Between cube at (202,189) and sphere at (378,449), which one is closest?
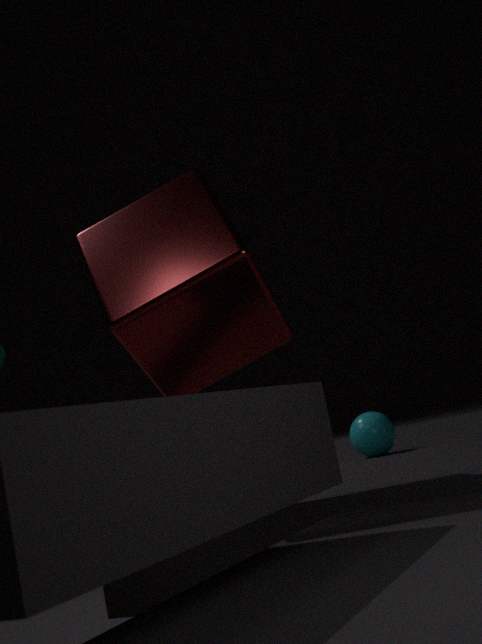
cube at (202,189)
